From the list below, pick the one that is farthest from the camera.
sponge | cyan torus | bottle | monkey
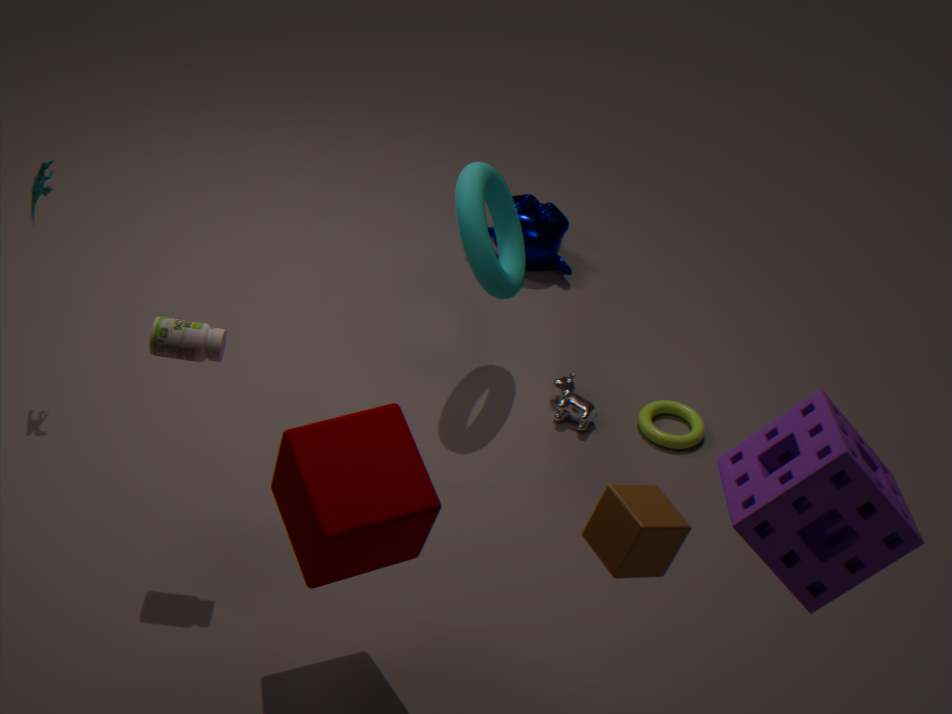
monkey
